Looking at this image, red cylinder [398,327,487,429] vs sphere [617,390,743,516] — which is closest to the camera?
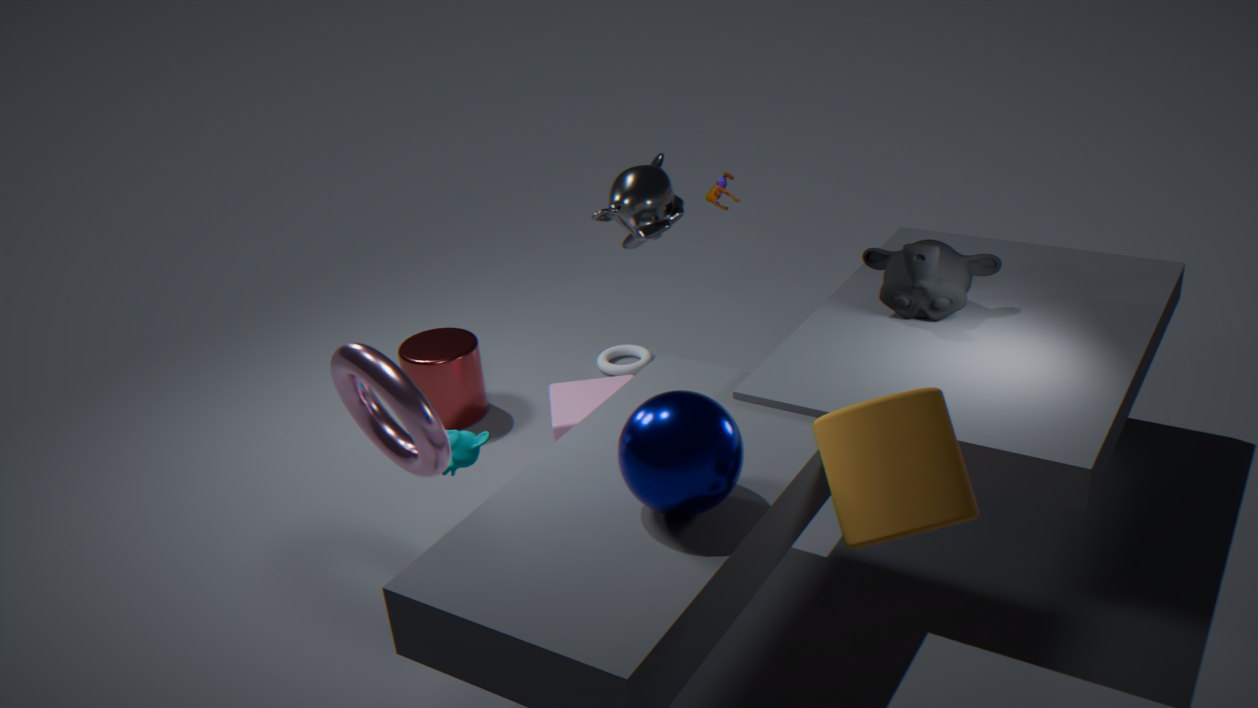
sphere [617,390,743,516]
